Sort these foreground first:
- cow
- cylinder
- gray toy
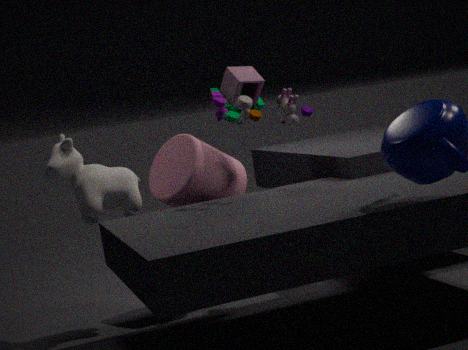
1. gray toy
2. cow
3. cylinder
